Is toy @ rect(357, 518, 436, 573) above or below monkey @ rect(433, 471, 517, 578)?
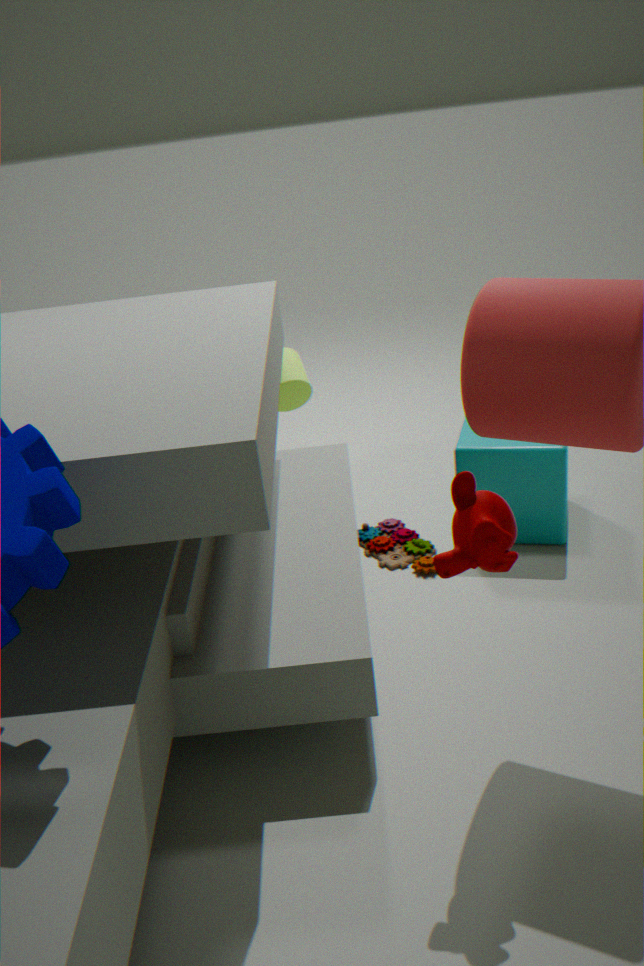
below
